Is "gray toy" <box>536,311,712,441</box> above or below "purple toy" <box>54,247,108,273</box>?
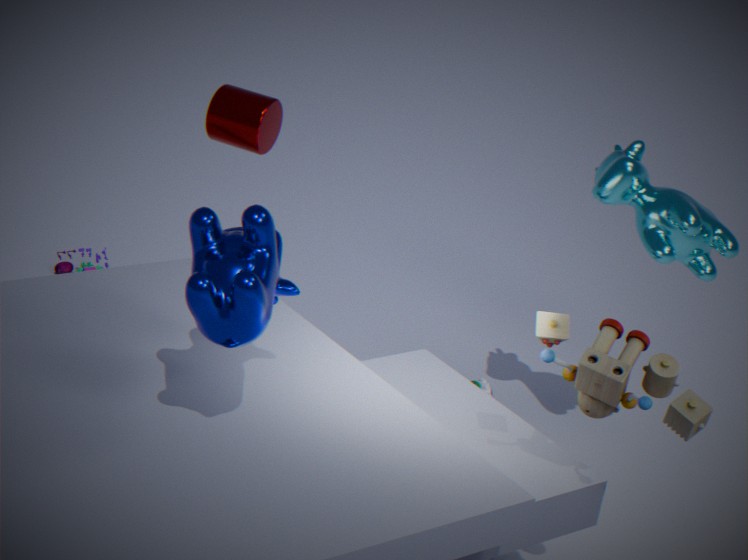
above
